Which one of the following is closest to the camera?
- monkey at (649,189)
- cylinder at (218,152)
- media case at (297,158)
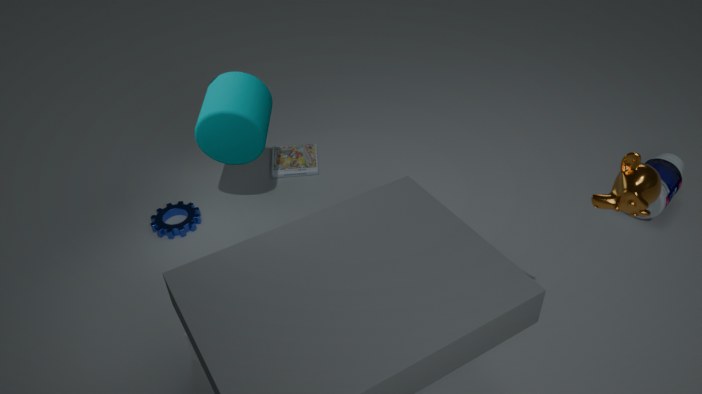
monkey at (649,189)
